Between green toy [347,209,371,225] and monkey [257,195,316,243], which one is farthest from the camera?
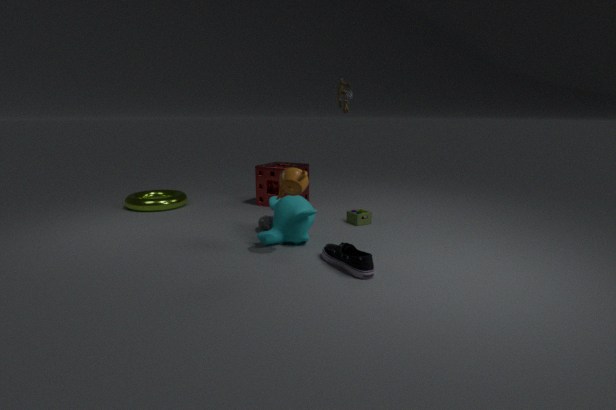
green toy [347,209,371,225]
